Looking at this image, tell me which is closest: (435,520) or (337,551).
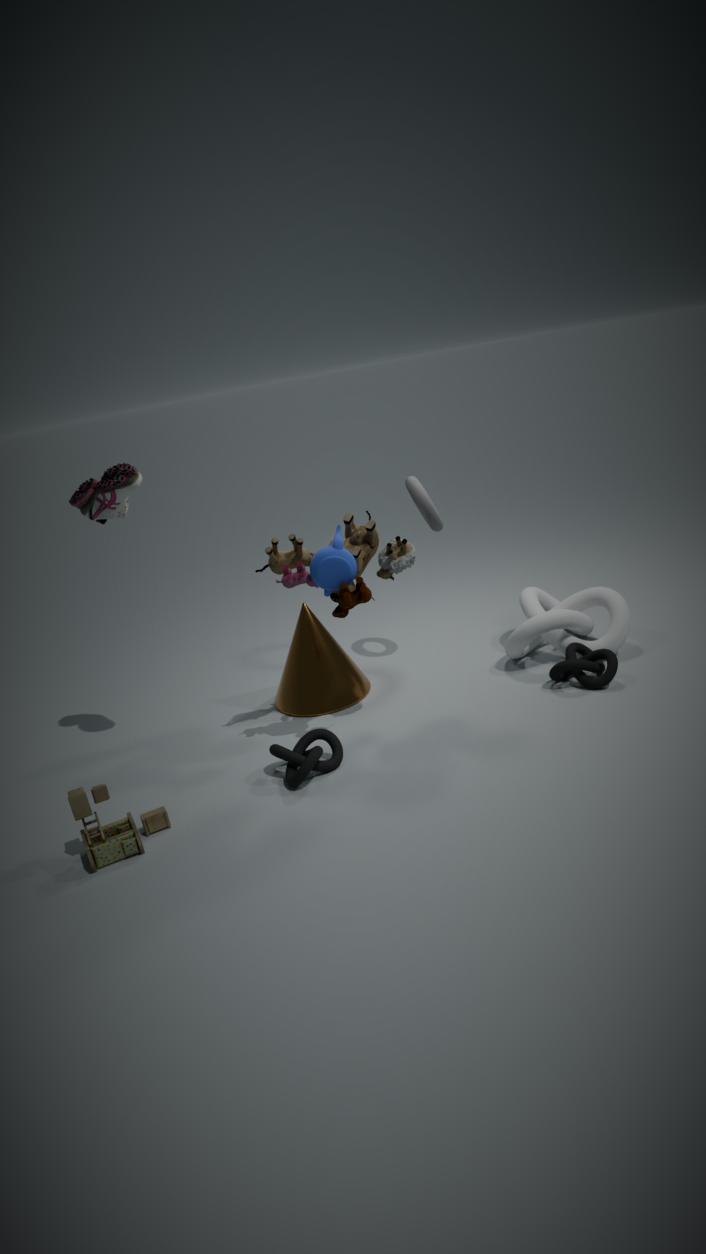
(337,551)
